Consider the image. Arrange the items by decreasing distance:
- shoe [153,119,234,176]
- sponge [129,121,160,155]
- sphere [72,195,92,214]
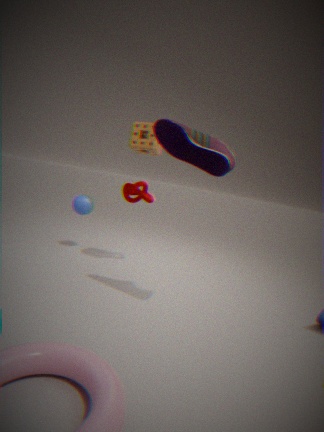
1. sphere [72,195,92,214]
2. sponge [129,121,160,155]
3. shoe [153,119,234,176]
